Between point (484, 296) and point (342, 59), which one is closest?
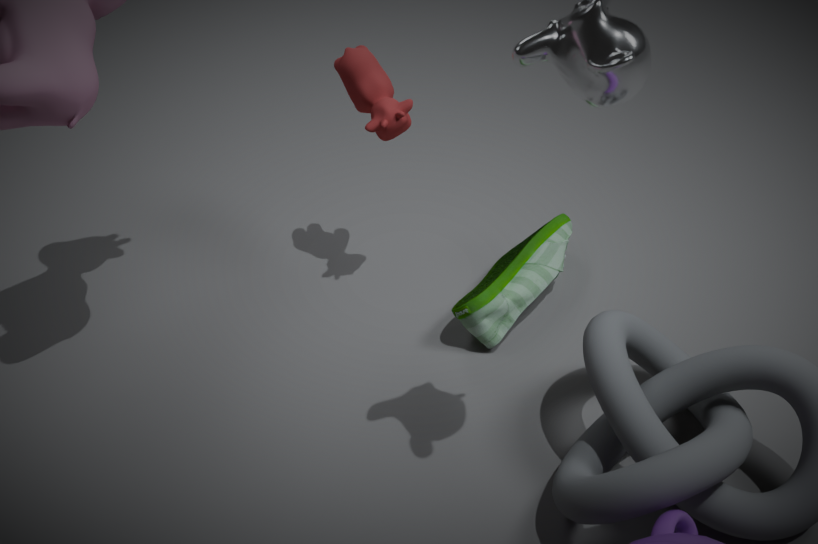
point (484, 296)
